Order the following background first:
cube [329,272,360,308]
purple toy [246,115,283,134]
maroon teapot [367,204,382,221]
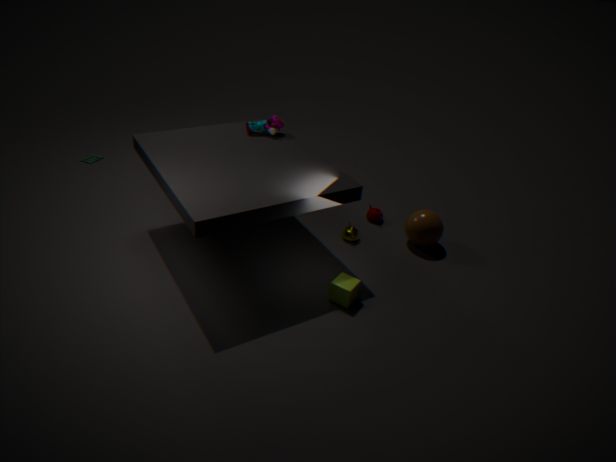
1. maroon teapot [367,204,382,221]
2. purple toy [246,115,283,134]
3. cube [329,272,360,308]
